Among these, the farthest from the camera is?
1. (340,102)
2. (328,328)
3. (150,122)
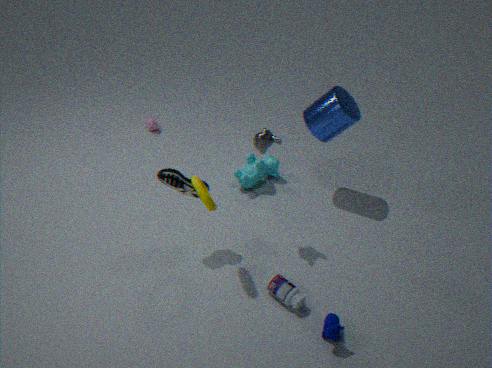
(150,122)
